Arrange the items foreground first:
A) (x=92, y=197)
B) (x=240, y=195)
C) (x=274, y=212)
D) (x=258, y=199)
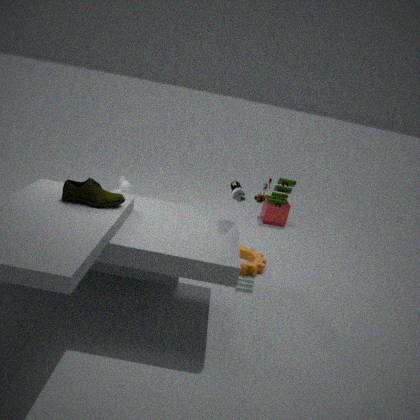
(x=92, y=197) → (x=240, y=195) → (x=258, y=199) → (x=274, y=212)
